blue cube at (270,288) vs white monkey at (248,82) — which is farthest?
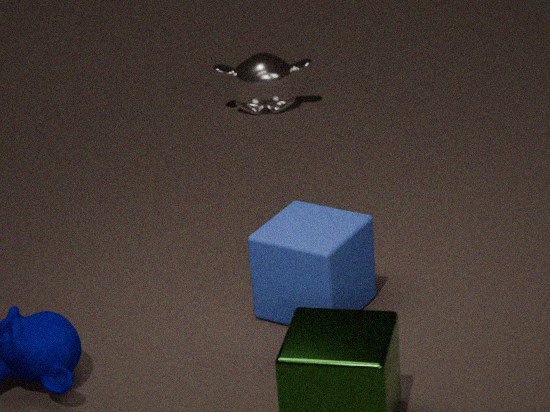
white monkey at (248,82)
